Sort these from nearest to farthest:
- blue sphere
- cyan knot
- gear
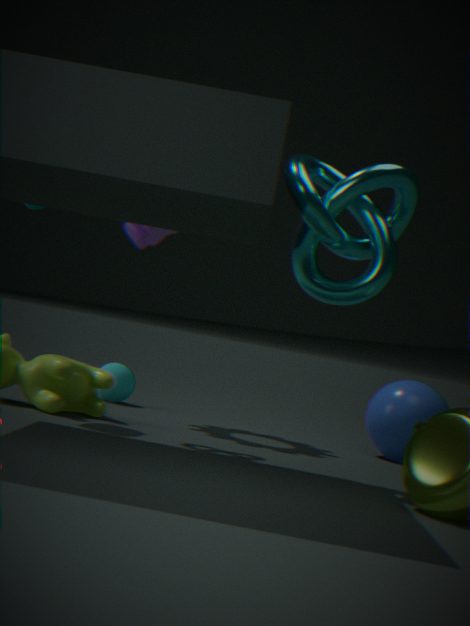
1. cyan knot
2. blue sphere
3. gear
